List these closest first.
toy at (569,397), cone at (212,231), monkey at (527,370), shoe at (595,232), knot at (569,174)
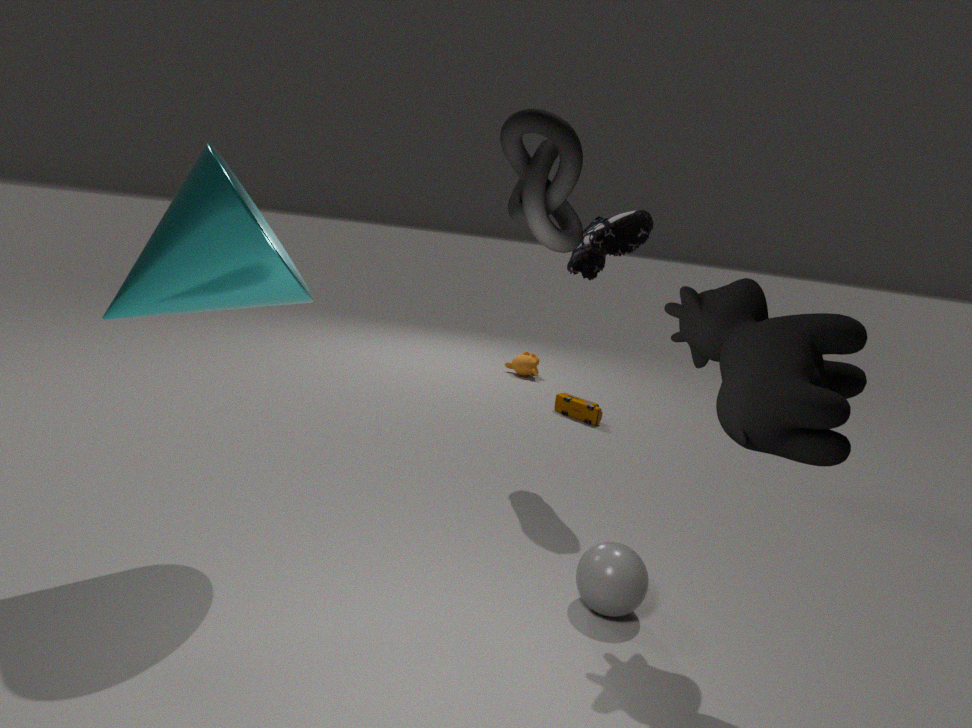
1. knot at (569,174)
2. cone at (212,231)
3. shoe at (595,232)
4. toy at (569,397)
5. monkey at (527,370)
